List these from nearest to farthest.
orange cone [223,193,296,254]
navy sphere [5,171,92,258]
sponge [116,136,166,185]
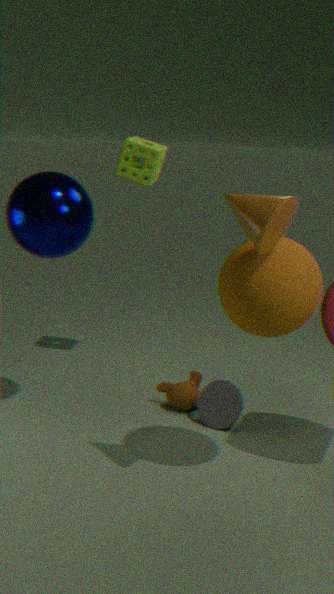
orange cone [223,193,296,254] < navy sphere [5,171,92,258] < sponge [116,136,166,185]
